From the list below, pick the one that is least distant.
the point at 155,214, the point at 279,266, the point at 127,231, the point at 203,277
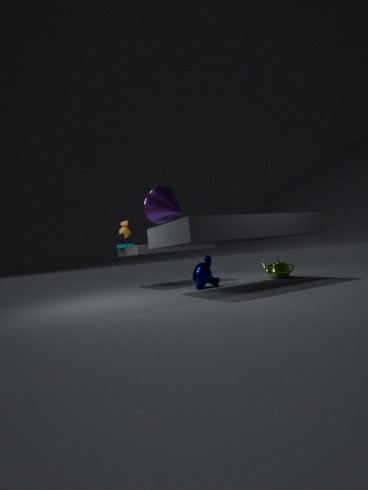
the point at 155,214
